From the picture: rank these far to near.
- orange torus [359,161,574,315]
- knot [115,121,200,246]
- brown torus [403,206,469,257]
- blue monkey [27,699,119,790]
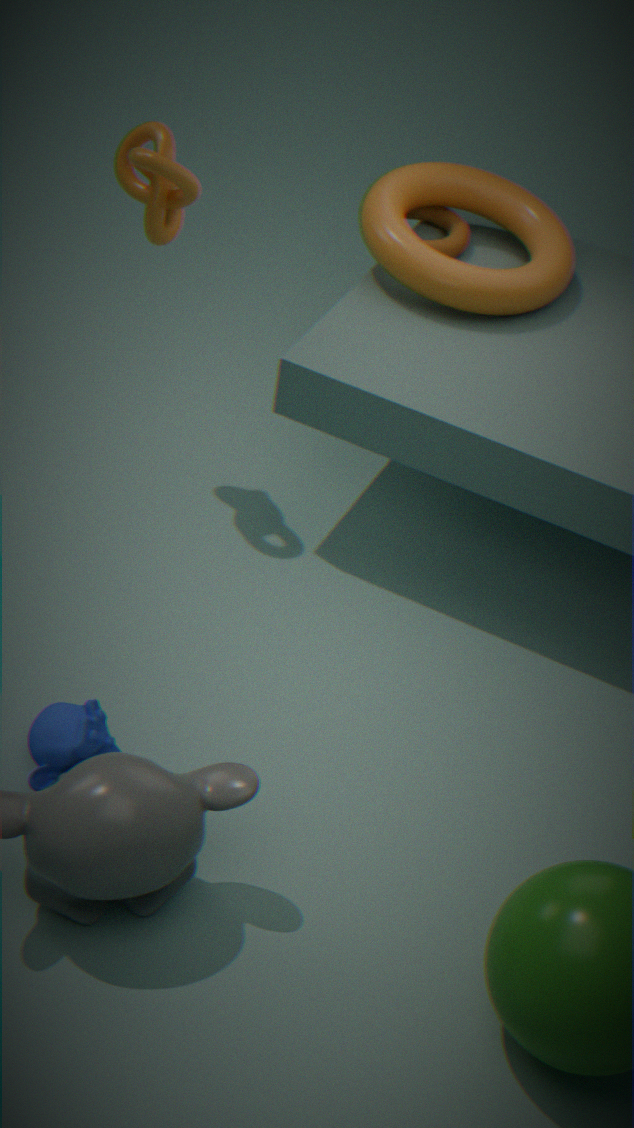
brown torus [403,206,469,257] → orange torus [359,161,574,315] → knot [115,121,200,246] → blue monkey [27,699,119,790]
